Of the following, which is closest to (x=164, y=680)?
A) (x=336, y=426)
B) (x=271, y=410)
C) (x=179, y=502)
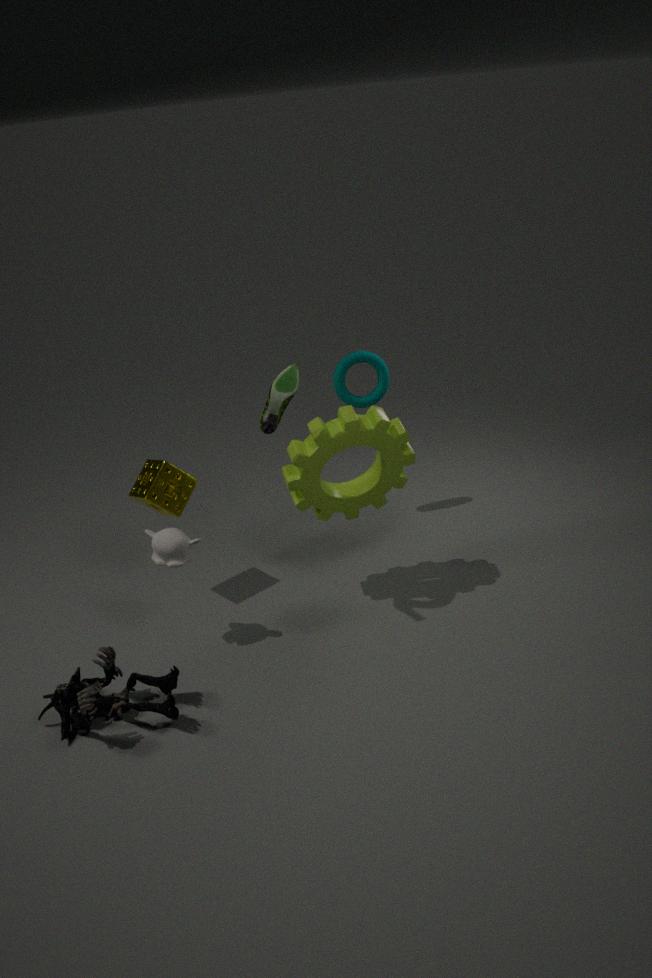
(x=179, y=502)
